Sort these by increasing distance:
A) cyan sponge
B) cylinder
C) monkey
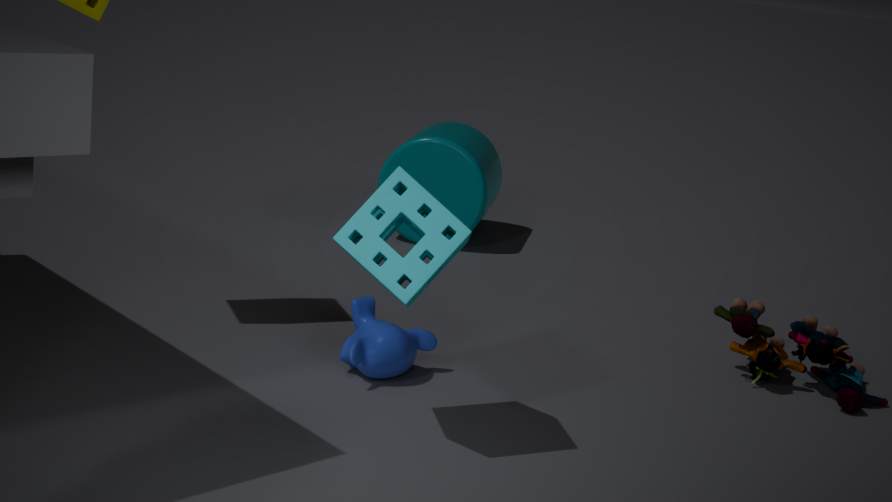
cyan sponge
monkey
cylinder
